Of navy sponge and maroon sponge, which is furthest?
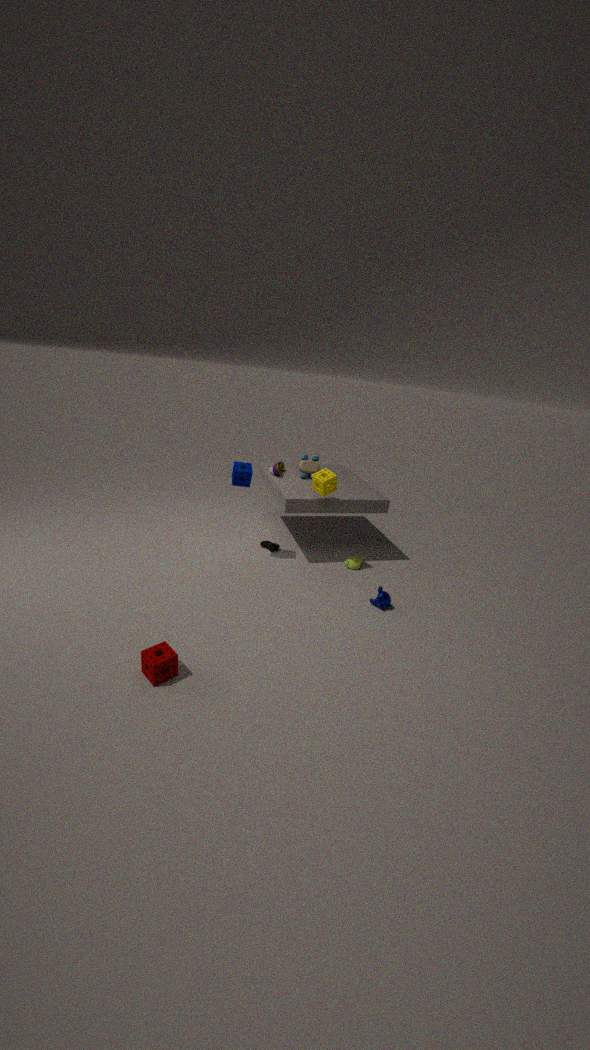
navy sponge
